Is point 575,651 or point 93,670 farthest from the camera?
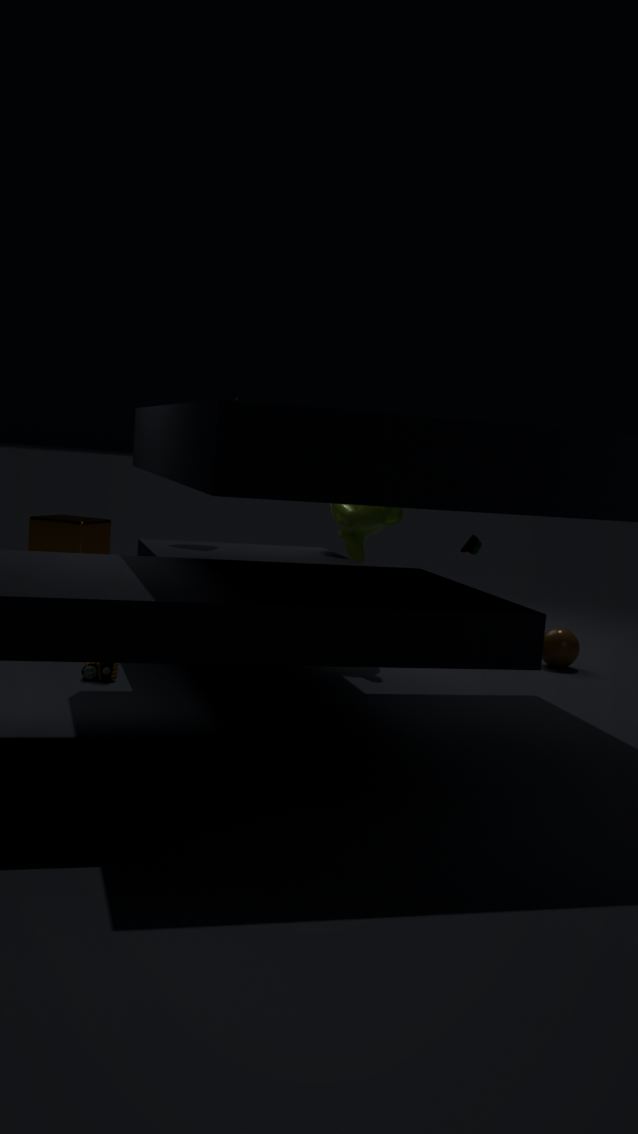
point 575,651
